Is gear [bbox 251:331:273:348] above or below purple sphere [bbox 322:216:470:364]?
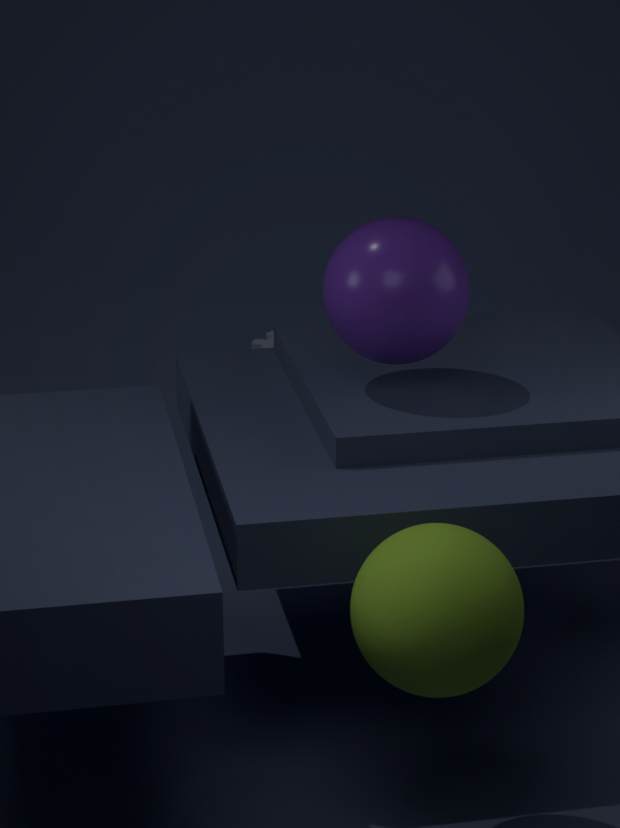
below
